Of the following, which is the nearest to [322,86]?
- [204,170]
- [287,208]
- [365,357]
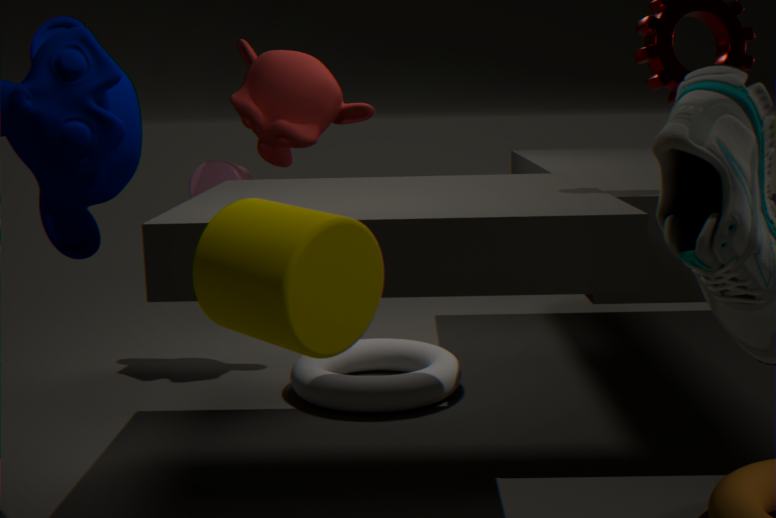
[204,170]
